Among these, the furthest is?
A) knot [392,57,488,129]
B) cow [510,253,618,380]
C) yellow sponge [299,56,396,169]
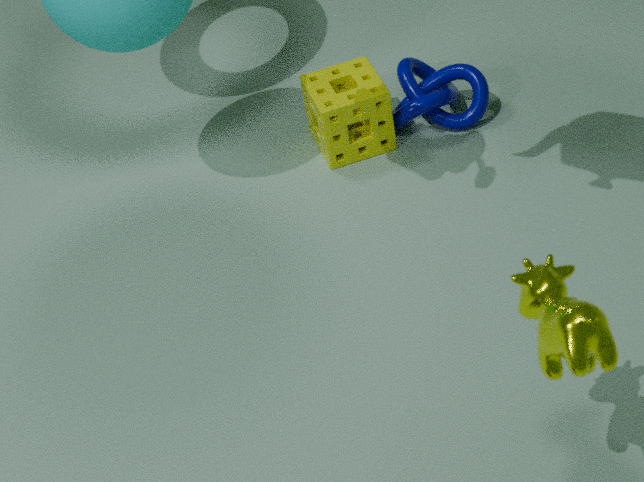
knot [392,57,488,129]
